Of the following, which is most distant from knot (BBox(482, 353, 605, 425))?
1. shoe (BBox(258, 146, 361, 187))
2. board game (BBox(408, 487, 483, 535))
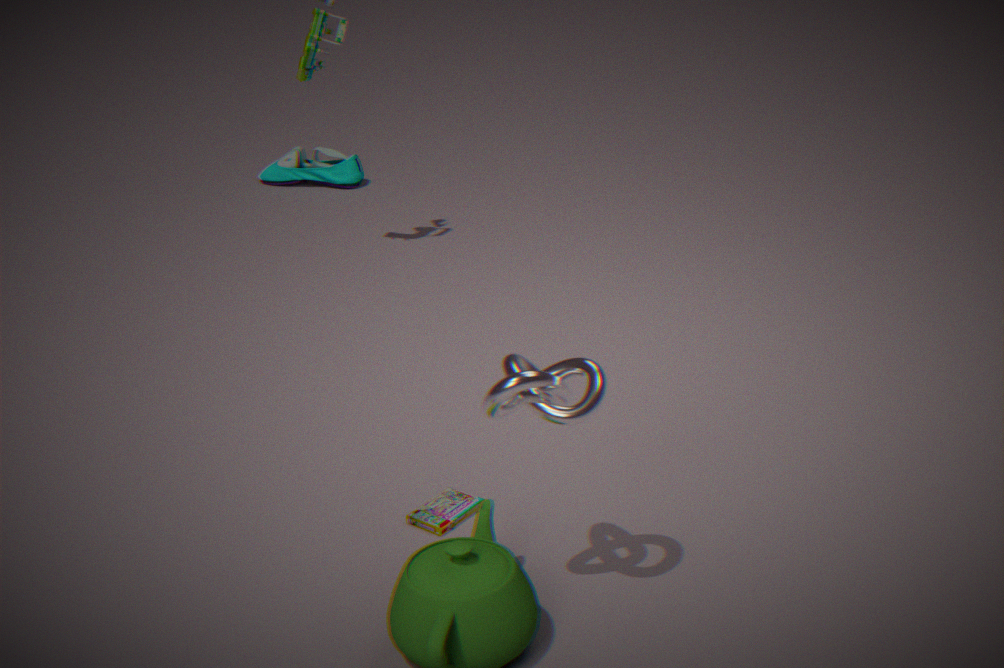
shoe (BBox(258, 146, 361, 187))
